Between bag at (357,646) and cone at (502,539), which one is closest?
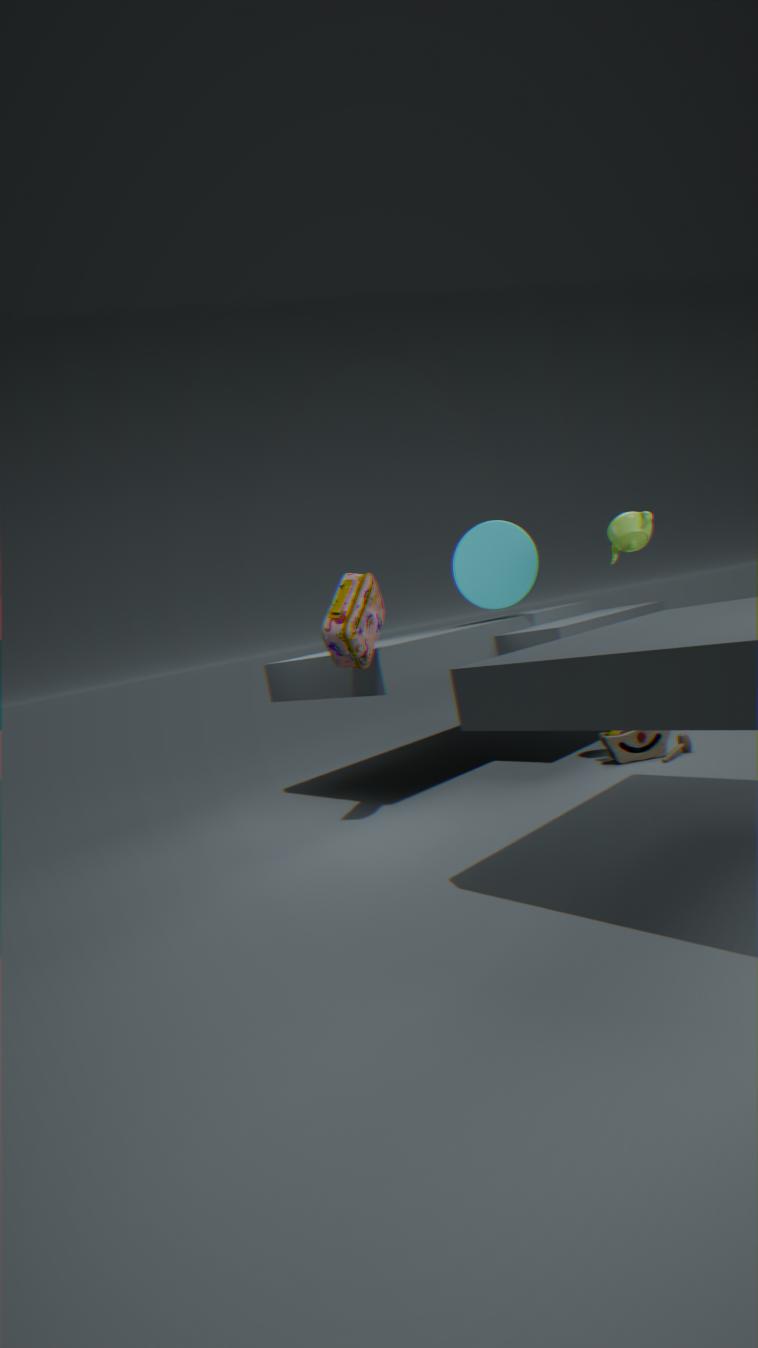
bag at (357,646)
